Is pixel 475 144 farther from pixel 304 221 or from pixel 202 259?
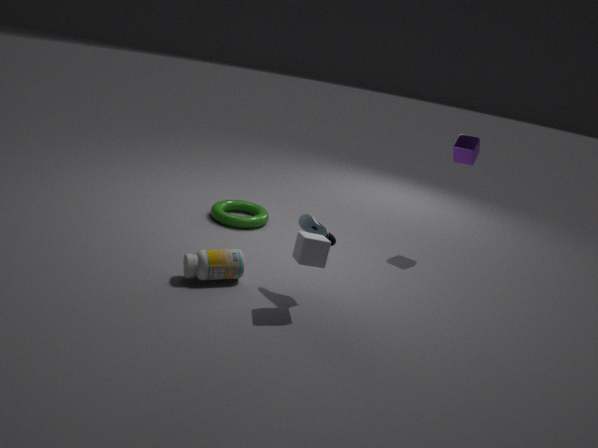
pixel 202 259
